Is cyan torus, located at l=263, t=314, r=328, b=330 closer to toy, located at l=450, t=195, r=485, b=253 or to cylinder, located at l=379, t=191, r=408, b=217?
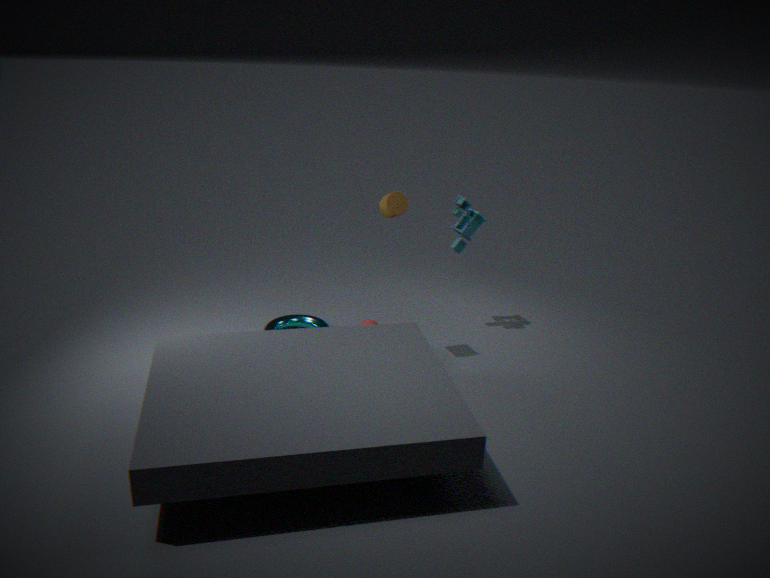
cylinder, located at l=379, t=191, r=408, b=217
